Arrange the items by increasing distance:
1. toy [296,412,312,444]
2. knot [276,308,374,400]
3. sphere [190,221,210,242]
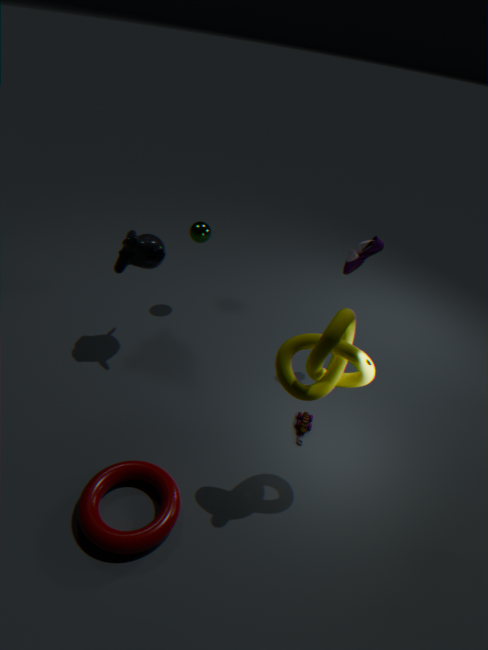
knot [276,308,374,400], toy [296,412,312,444], sphere [190,221,210,242]
